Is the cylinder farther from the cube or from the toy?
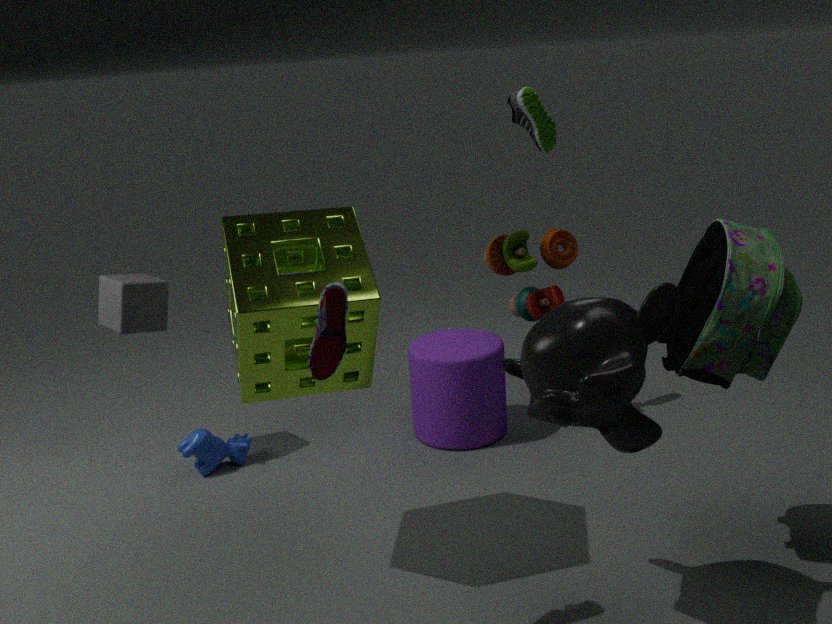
the cube
